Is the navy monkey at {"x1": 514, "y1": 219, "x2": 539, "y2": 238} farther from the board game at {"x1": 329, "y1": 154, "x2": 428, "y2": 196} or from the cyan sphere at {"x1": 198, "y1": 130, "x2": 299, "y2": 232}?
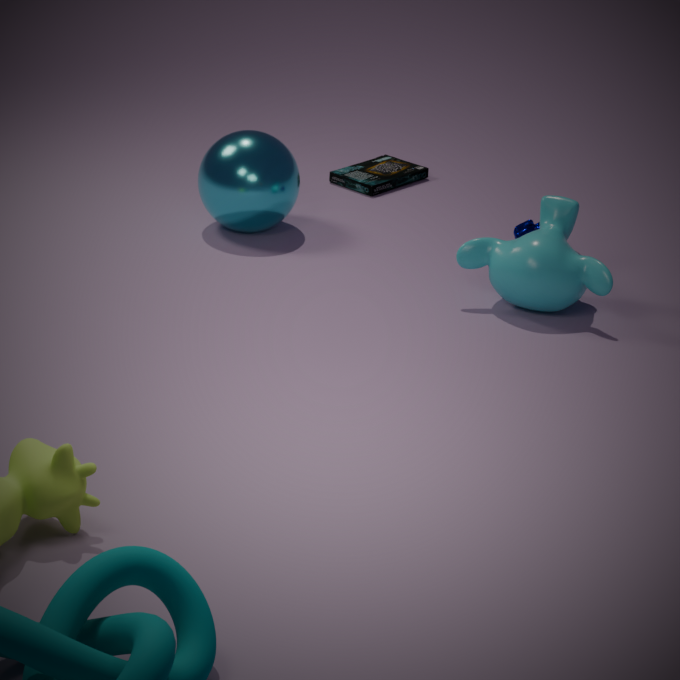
the cyan sphere at {"x1": 198, "y1": 130, "x2": 299, "y2": 232}
